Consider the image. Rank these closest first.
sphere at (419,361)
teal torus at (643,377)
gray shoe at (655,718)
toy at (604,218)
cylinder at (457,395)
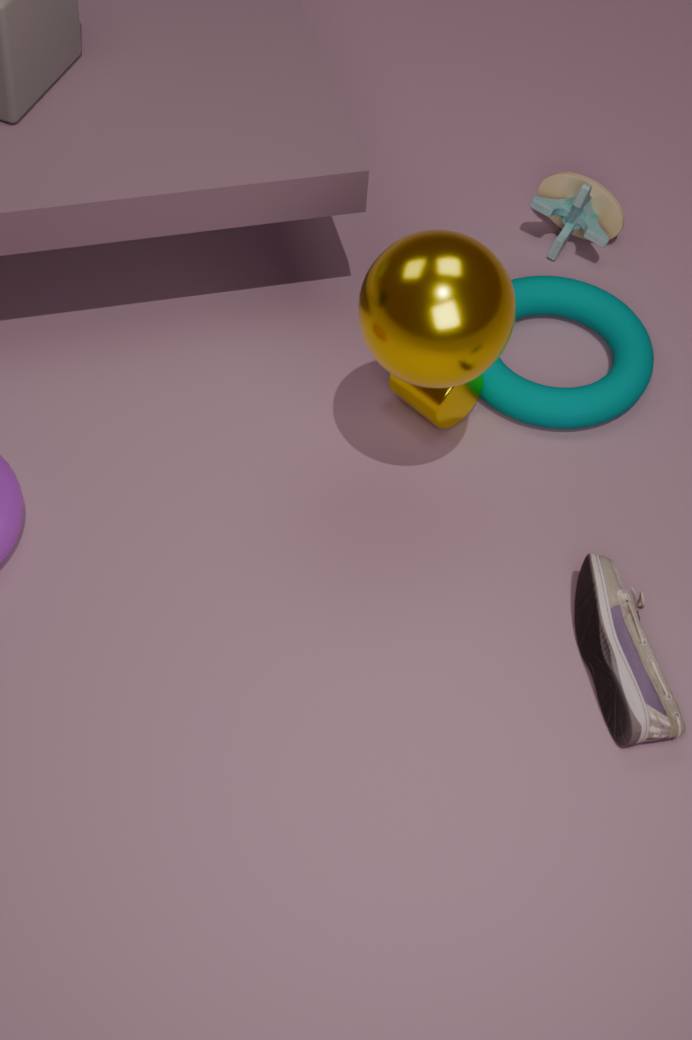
sphere at (419,361), gray shoe at (655,718), cylinder at (457,395), teal torus at (643,377), toy at (604,218)
